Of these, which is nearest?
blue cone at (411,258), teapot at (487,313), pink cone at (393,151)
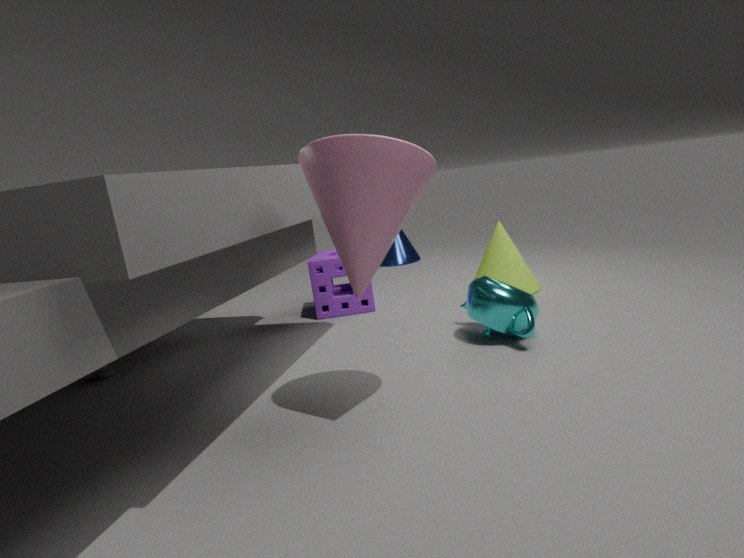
pink cone at (393,151)
